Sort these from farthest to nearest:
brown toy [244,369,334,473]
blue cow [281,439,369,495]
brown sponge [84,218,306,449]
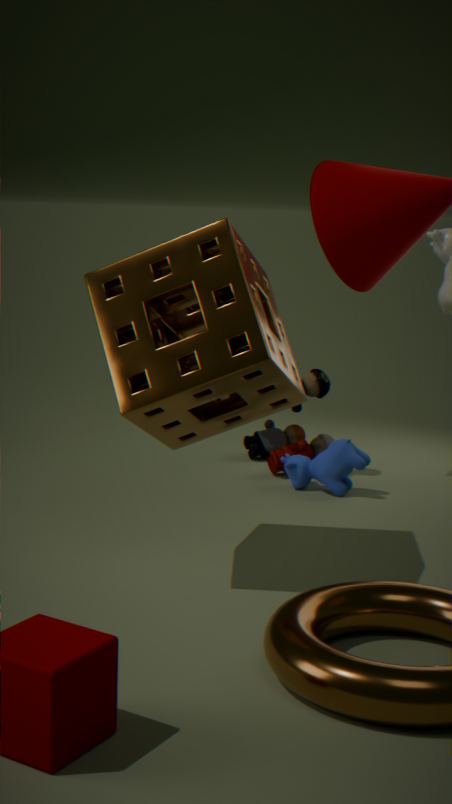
brown toy [244,369,334,473] → blue cow [281,439,369,495] → brown sponge [84,218,306,449]
